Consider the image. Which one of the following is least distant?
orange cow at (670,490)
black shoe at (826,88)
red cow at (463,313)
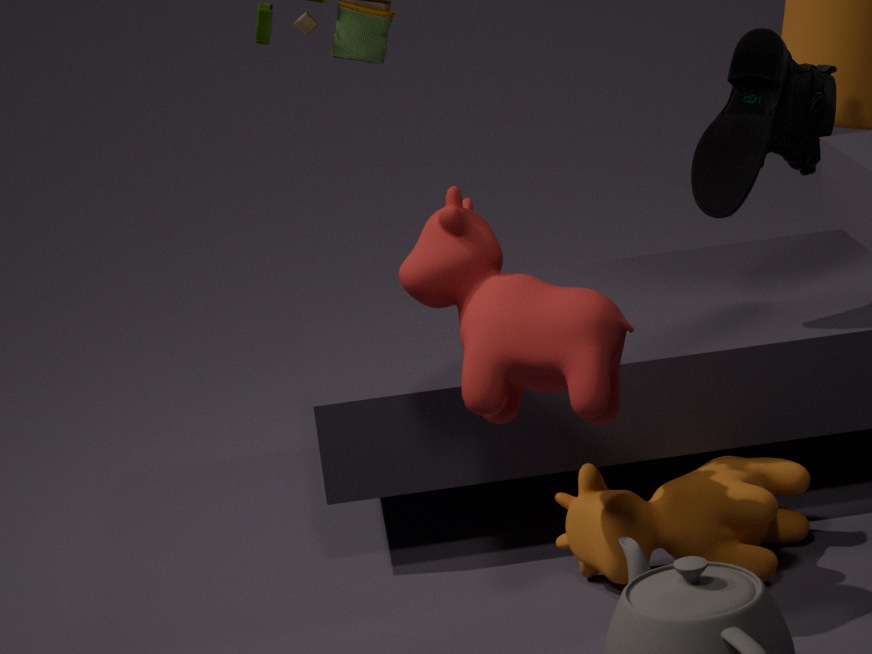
red cow at (463,313)
